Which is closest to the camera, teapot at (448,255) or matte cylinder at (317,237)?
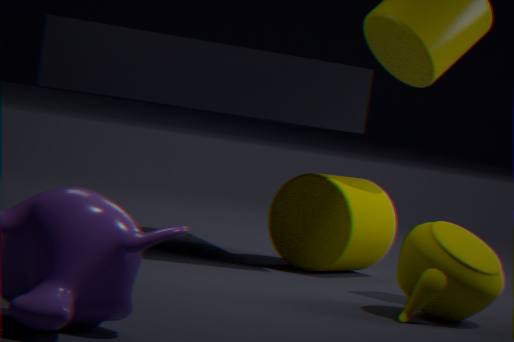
teapot at (448,255)
